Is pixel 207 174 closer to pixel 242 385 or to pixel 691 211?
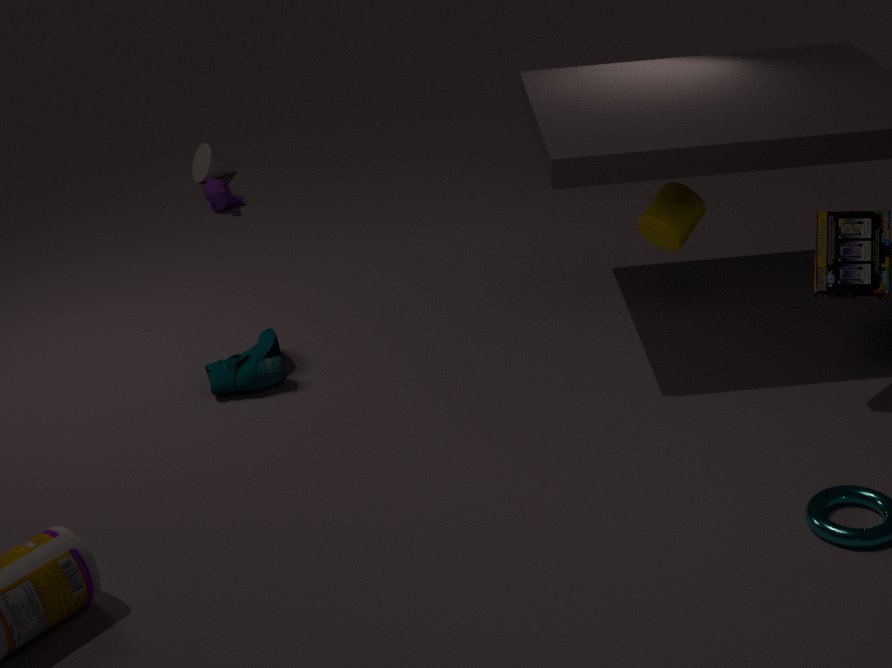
pixel 242 385
